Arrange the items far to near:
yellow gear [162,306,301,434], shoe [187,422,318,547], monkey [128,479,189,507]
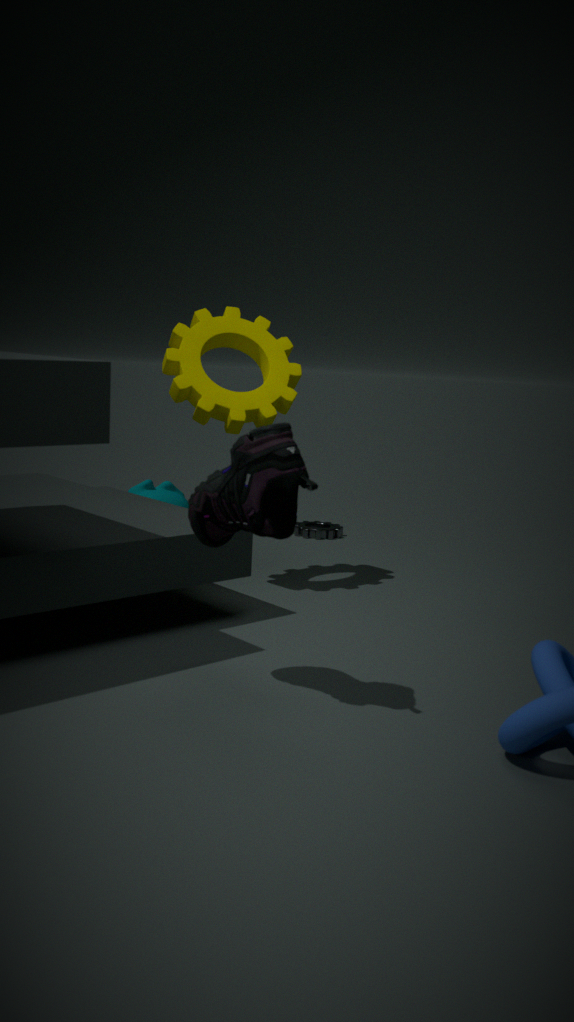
monkey [128,479,189,507] < yellow gear [162,306,301,434] < shoe [187,422,318,547]
